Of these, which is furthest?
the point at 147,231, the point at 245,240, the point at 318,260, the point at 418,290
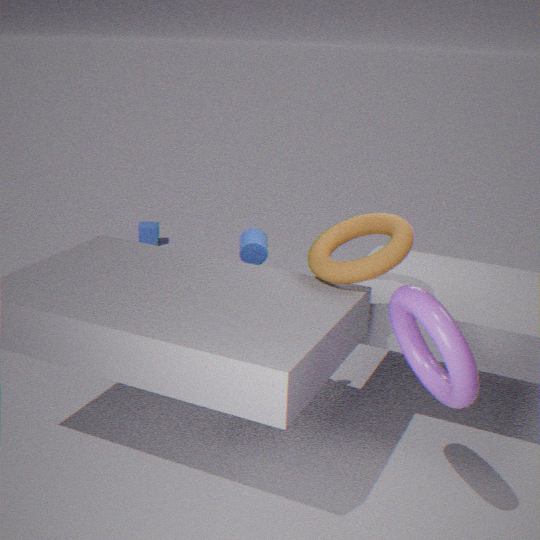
the point at 147,231
